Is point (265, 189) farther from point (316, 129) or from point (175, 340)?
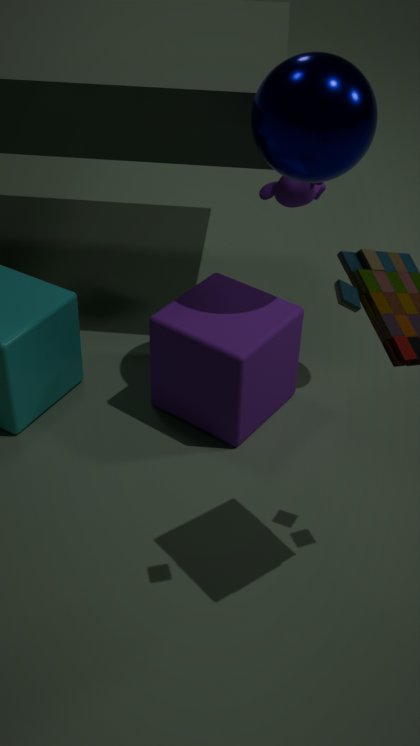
point (175, 340)
